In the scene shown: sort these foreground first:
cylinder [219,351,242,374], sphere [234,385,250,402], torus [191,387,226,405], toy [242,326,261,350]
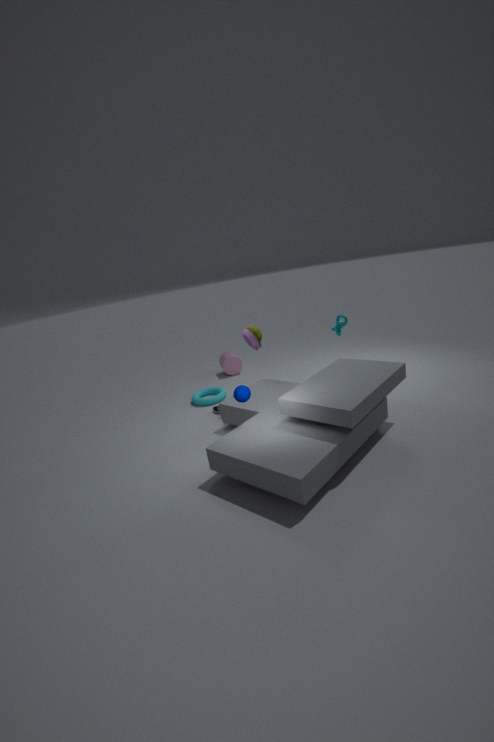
sphere [234,385,250,402]
toy [242,326,261,350]
torus [191,387,226,405]
cylinder [219,351,242,374]
